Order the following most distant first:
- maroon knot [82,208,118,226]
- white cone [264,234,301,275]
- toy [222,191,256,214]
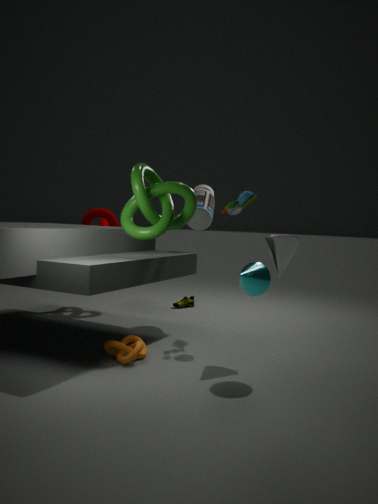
maroon knot [82,208,118,226], toy [222,191,256,214], white cone [264,234,301,275]
